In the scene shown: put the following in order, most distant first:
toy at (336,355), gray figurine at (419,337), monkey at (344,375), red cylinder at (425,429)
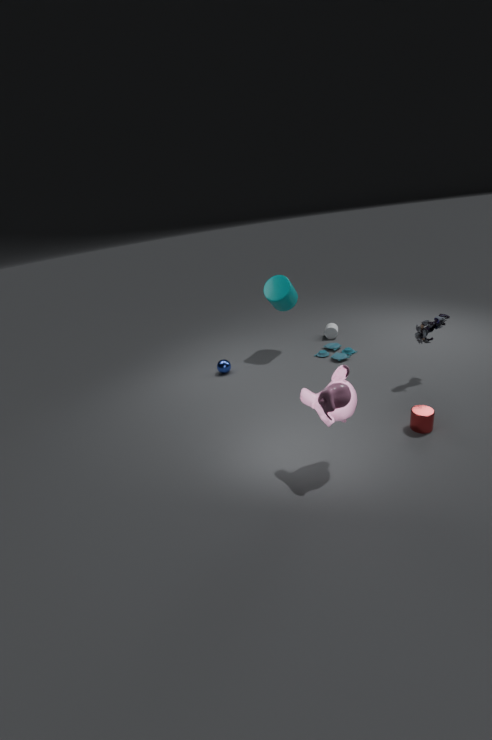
toy at (336,355) → gray figurine at (419,337) → red cylinder at (425,429) → monkey at (344,375)
